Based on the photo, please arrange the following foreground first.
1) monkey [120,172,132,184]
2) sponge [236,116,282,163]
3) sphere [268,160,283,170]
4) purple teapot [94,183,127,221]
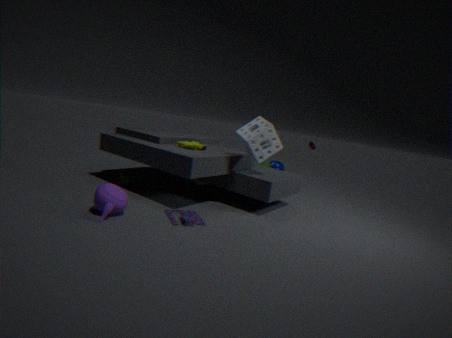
1. 4. purple teapot [94,183,127,221]
2. 2. sponge [236,116,282,163]
3. 1. monkey [120,172,132,184]
4. 3. sphere [268,160,283,170]
